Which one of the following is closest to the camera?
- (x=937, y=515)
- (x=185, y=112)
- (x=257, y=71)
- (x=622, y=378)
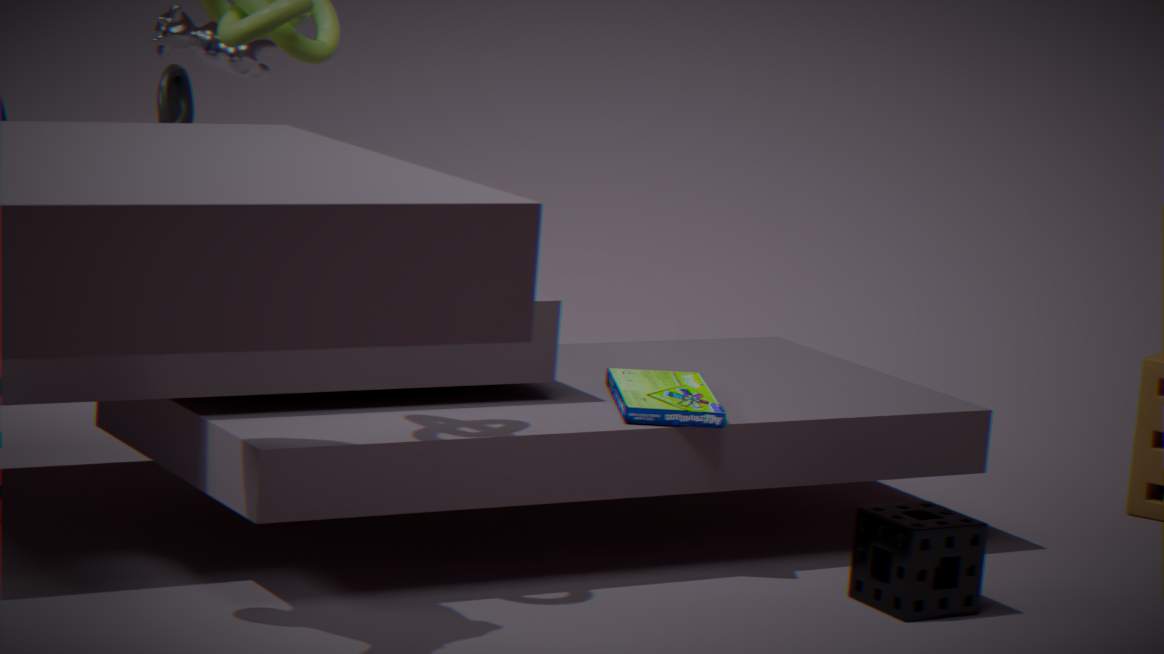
(x=185, y=112)
